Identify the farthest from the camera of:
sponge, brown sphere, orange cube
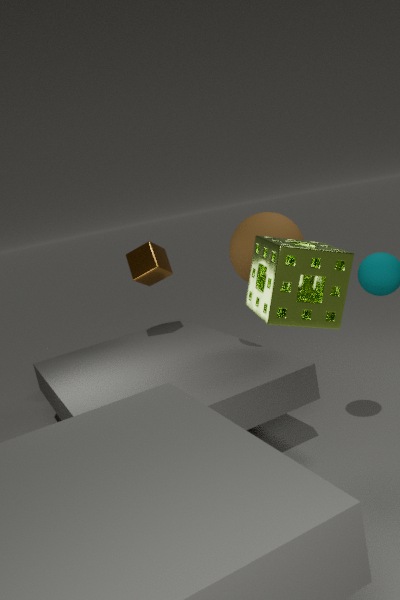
orange cube
